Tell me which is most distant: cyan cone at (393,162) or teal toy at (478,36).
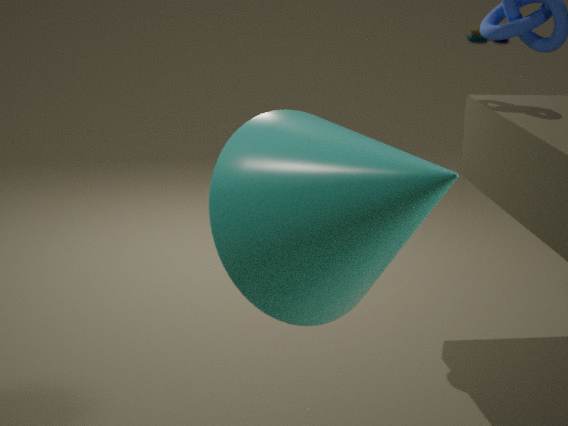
teal toy at (478,36)
